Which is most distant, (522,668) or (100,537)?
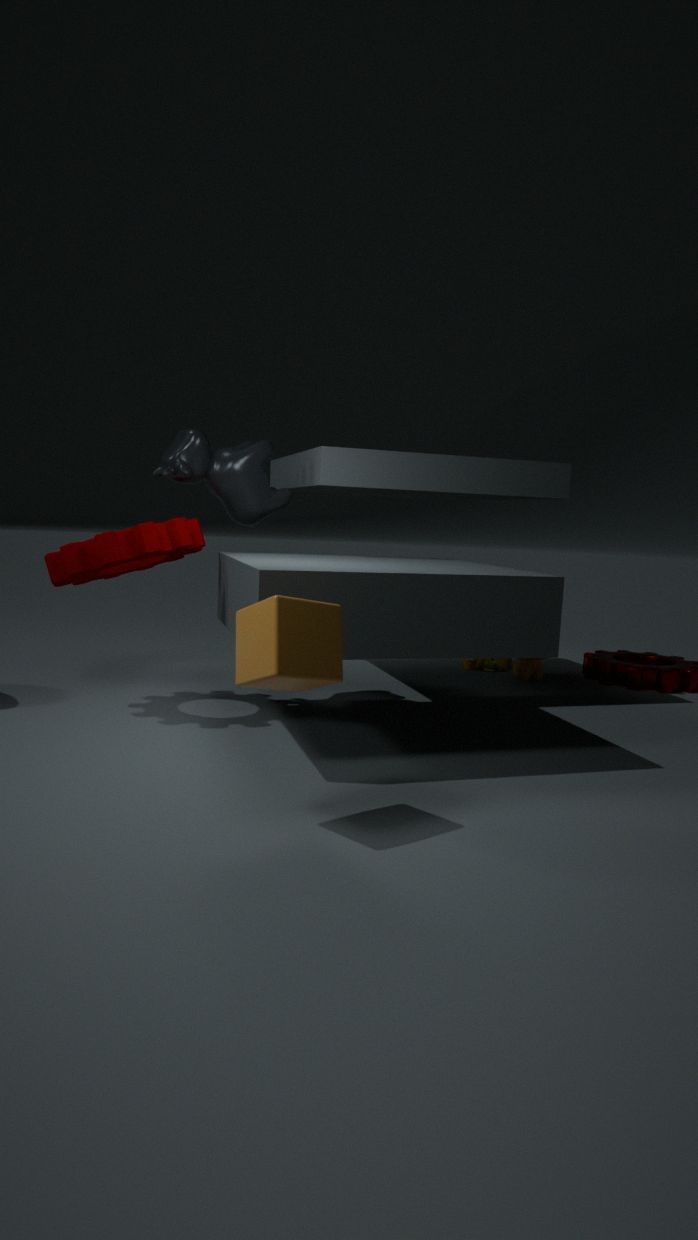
(522,668)
